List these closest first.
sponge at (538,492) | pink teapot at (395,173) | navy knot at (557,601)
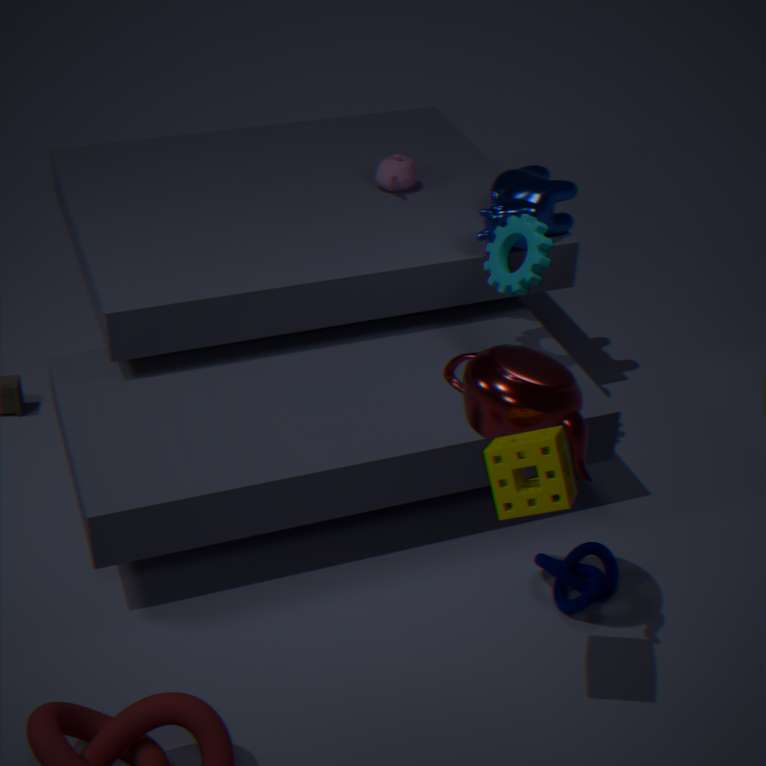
sponge at (538,492)
navy knot at (557,601)
pink teapot at (395,173)
